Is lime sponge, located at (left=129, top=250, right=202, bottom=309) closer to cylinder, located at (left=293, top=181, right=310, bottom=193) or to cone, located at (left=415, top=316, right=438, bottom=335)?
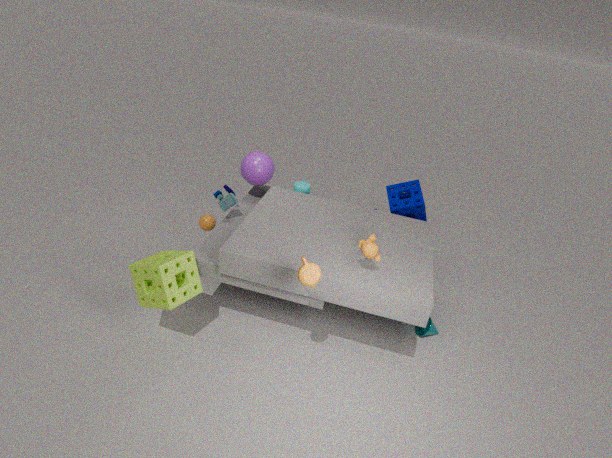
cylinder, located at (left=293, top=181, right=310, bottom=193)
